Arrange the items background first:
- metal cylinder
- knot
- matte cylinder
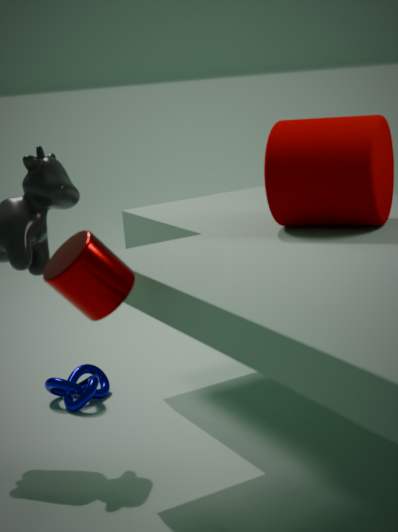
knot
matte cylinder
metal cylinder
